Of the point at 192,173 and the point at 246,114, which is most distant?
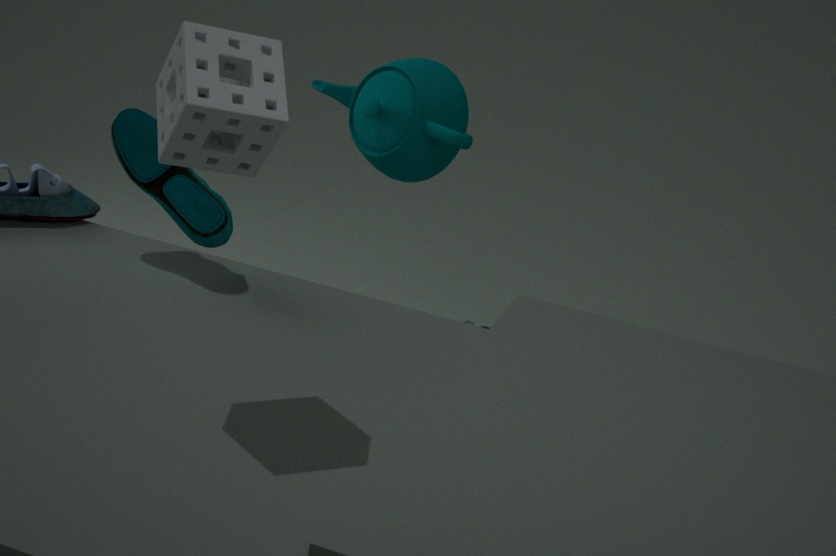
the point at 192,173
